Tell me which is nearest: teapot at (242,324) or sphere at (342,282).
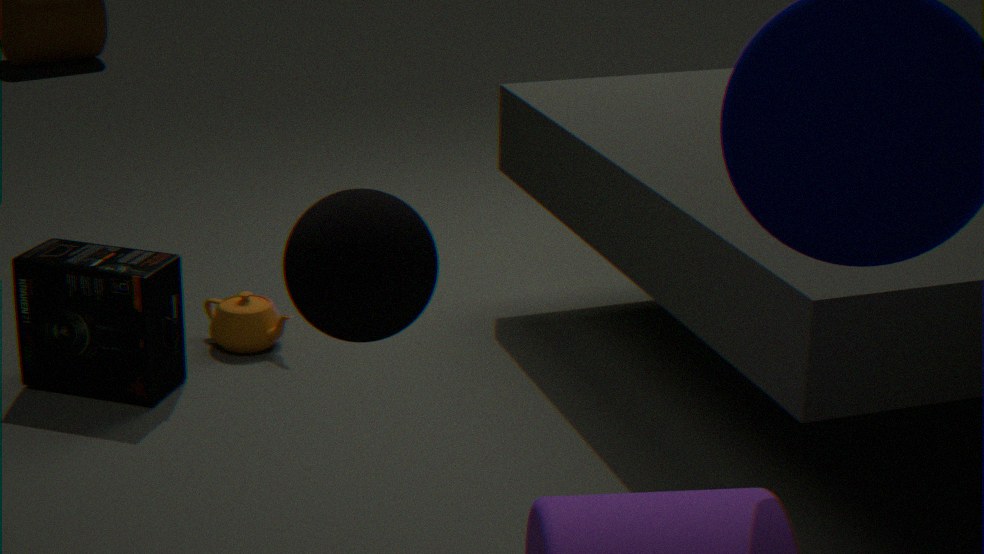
sphere at (342,282)
